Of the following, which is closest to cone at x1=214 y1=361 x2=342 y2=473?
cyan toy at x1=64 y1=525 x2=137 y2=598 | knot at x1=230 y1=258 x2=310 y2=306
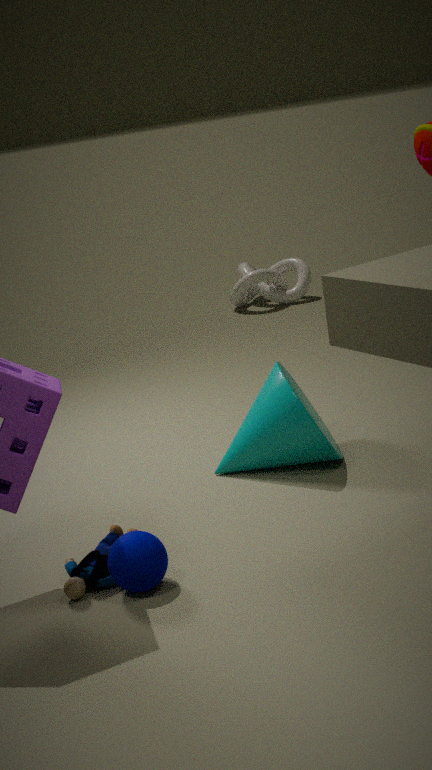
cyan toy at x1=64 y1=525 x2=137 y2=598
